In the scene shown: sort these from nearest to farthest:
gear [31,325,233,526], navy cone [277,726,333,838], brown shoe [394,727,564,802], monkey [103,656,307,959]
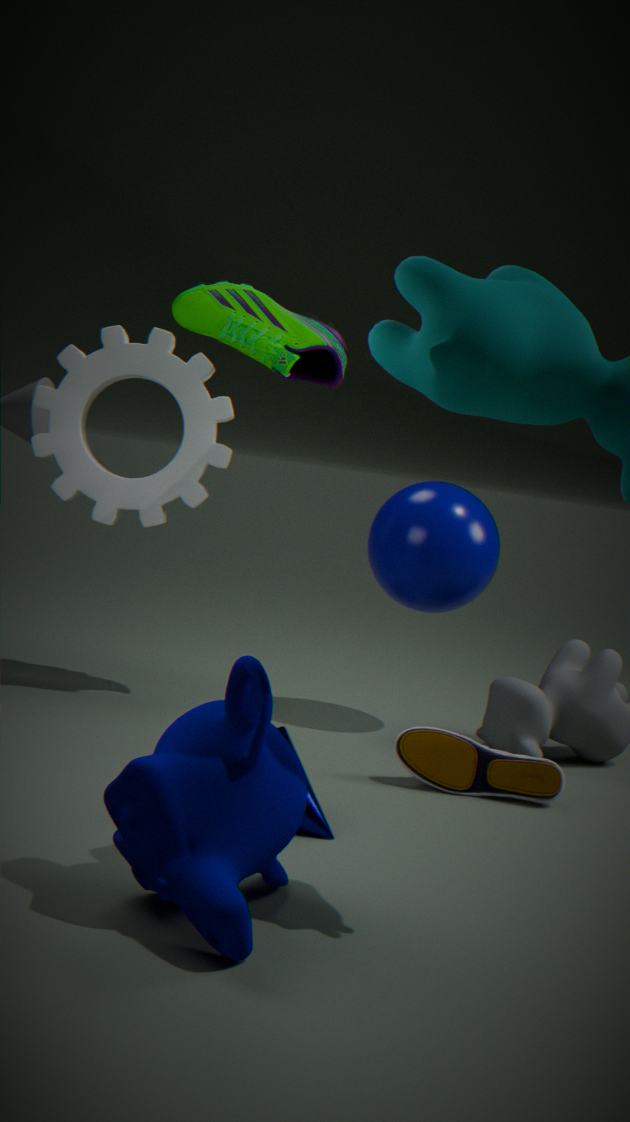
monkey [103,656,307,959], navy cone [277,726,333,838], brown shoe [394,727,564,802], gear [31,325,233,526]
